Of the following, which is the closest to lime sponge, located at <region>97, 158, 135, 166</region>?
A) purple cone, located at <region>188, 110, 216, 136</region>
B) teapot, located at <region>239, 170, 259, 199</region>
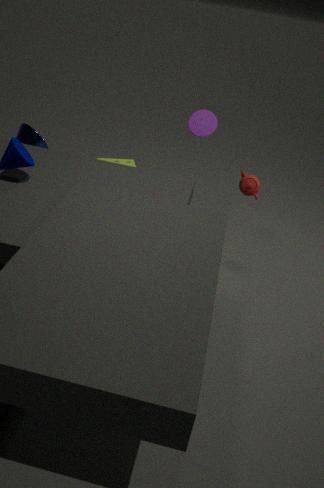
purple cone, located at <region>188, 110, 216, 136</region>
